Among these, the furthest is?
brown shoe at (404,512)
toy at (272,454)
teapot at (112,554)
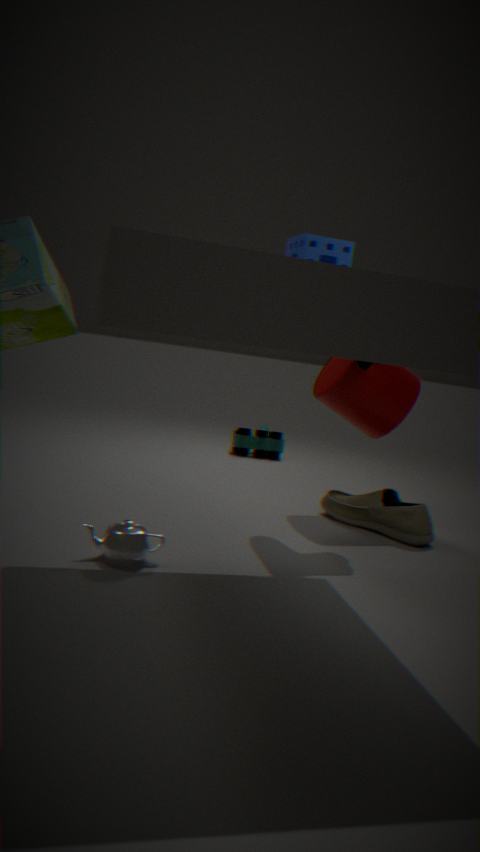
toy at (272,454)
